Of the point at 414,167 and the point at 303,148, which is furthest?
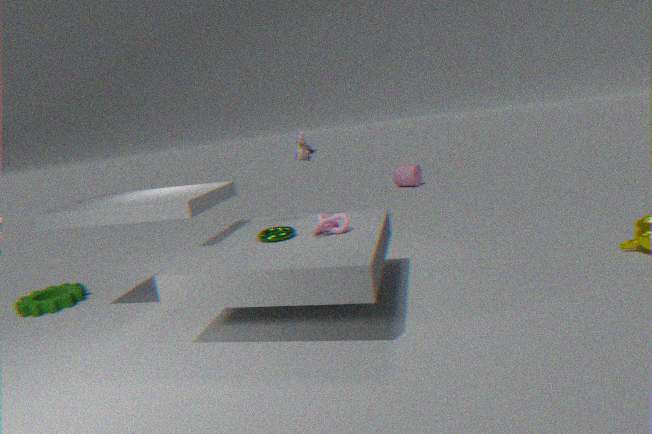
the point at 414,167
